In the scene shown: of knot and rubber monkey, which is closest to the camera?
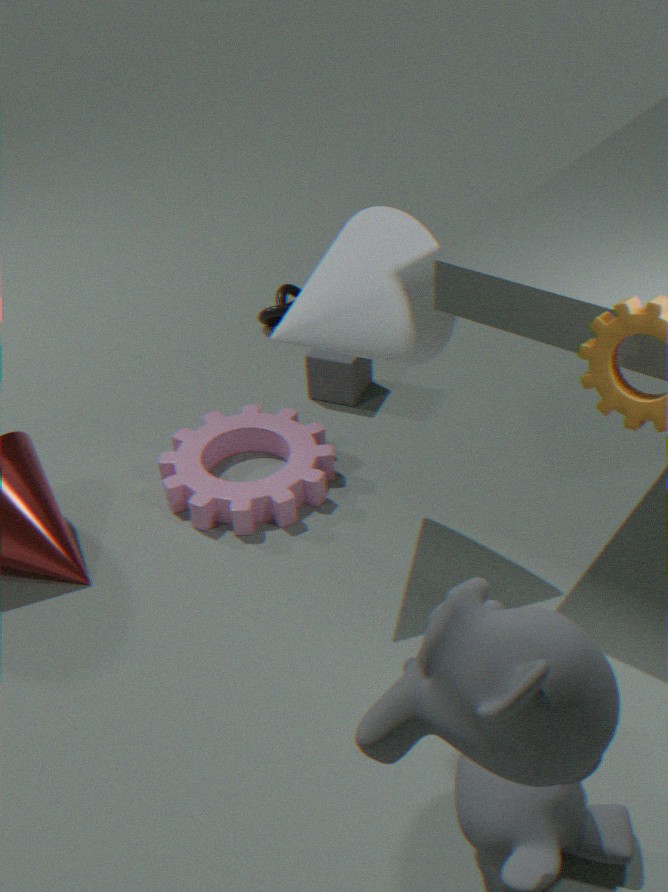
rubber monkey
